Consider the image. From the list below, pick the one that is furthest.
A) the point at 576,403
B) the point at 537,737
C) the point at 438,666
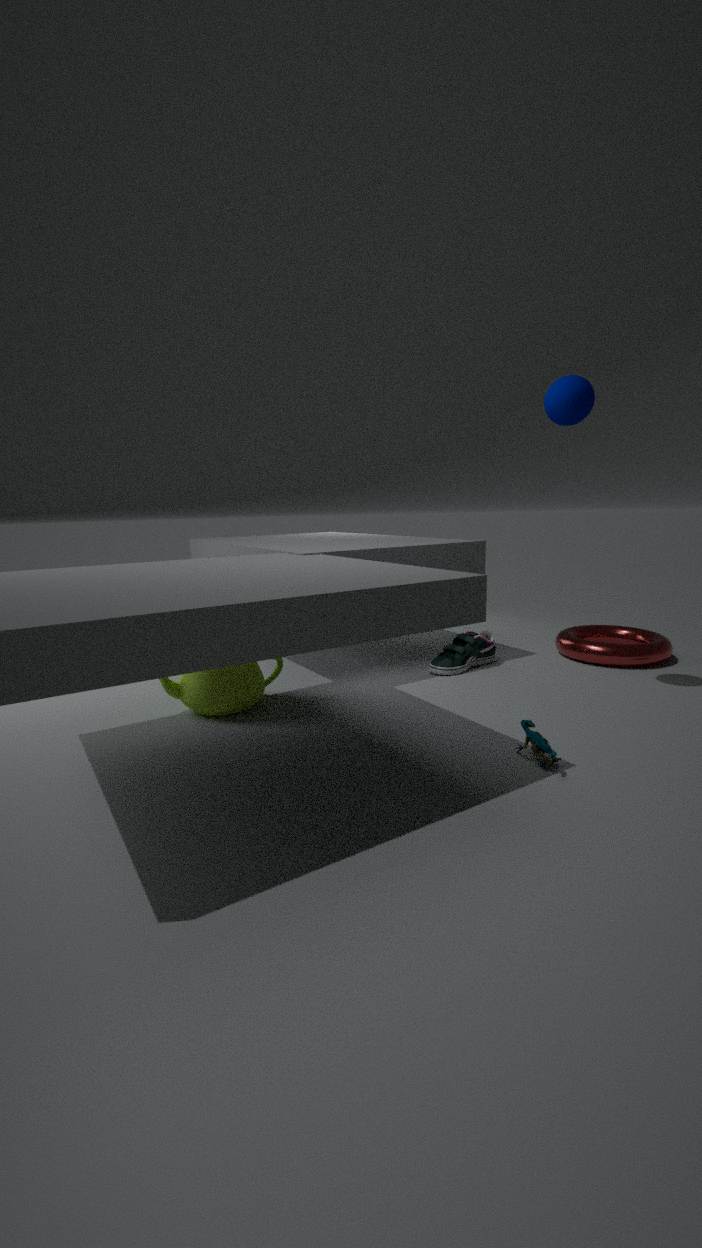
the point at 438,666
